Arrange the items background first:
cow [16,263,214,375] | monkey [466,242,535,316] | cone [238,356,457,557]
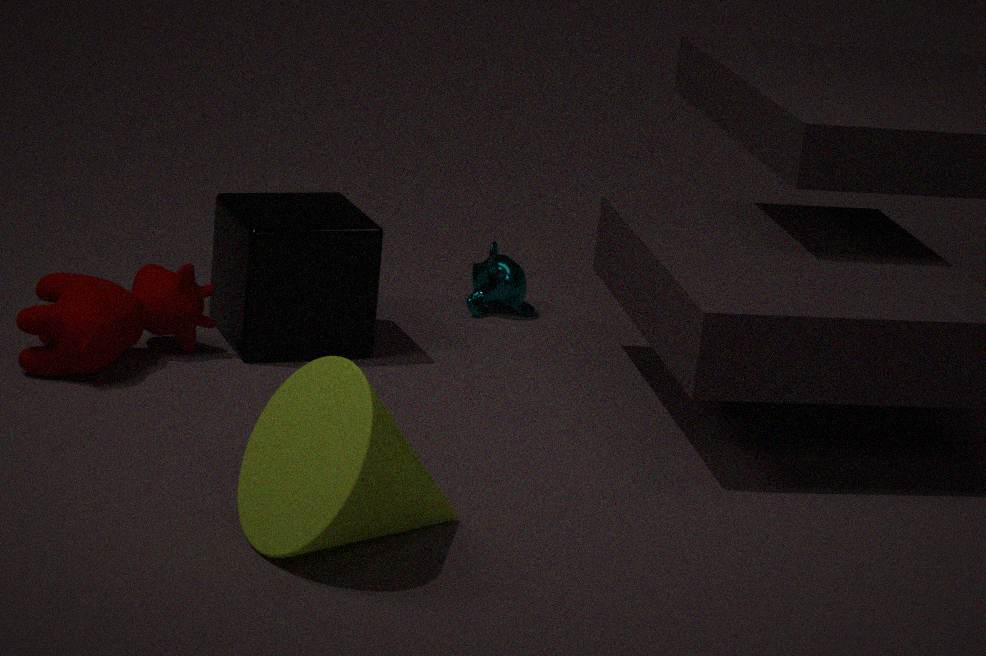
monkey [466,242,535,316]
cow [16,263,214,375]
cone [238,356,457,557]
